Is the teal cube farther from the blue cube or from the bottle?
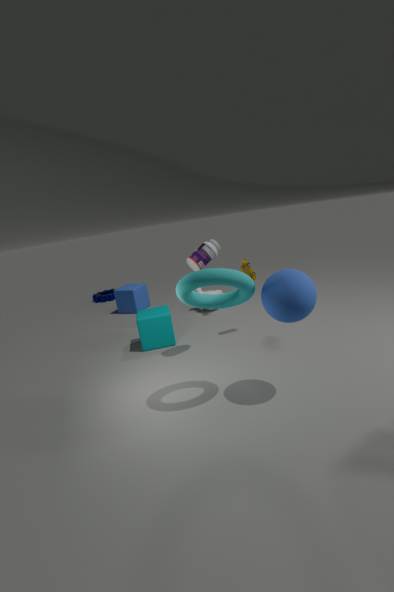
the blue cube
